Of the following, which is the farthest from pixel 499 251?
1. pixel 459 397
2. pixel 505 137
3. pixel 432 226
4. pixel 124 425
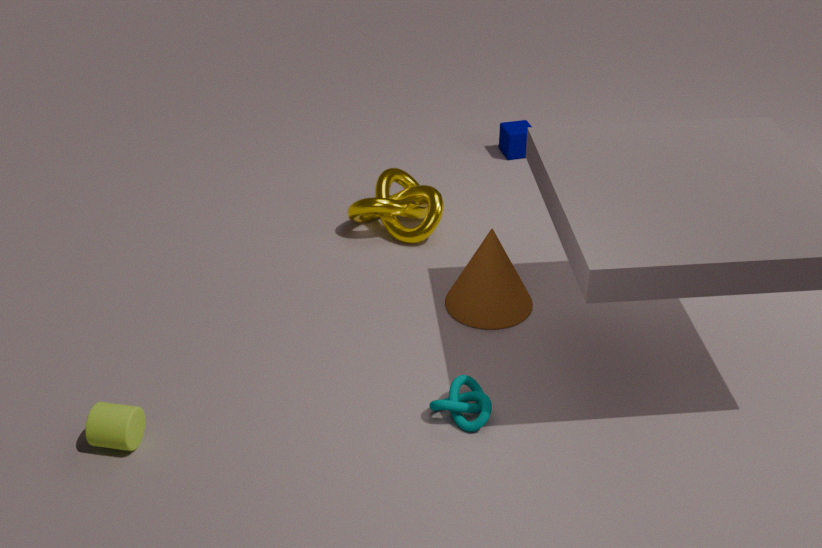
pixel 124 425
